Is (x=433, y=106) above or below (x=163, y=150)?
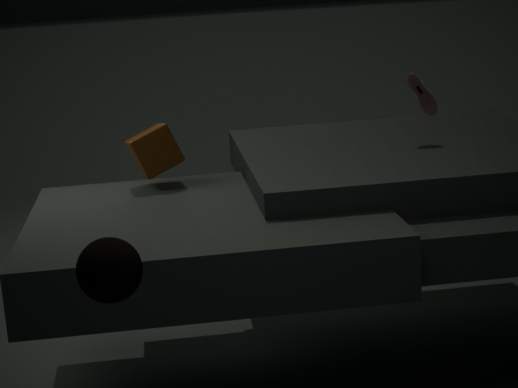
above
